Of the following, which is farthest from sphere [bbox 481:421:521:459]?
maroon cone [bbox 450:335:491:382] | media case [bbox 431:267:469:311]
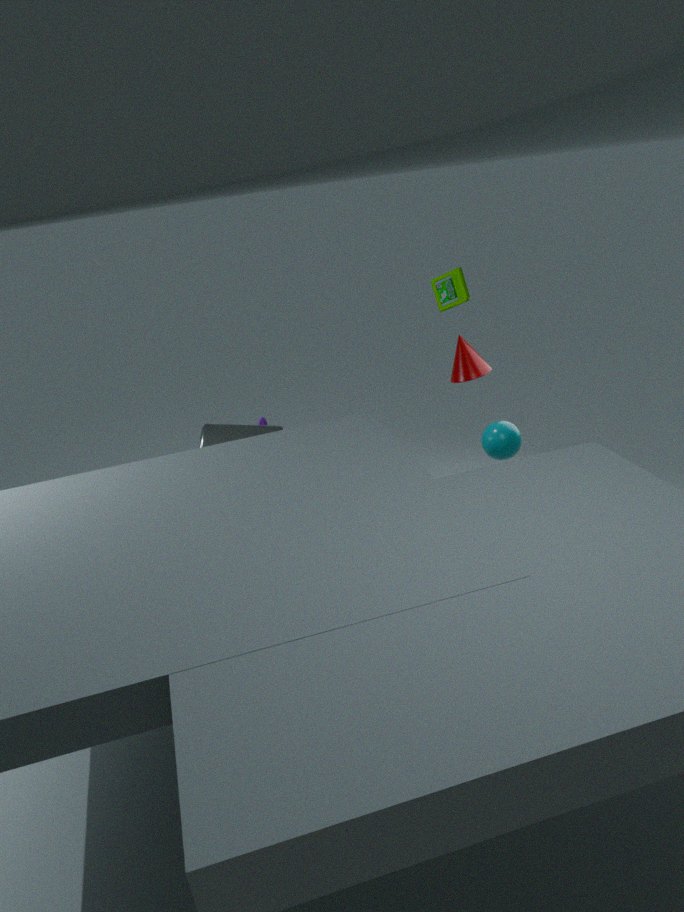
media case [bbox 431:267:469:311]
